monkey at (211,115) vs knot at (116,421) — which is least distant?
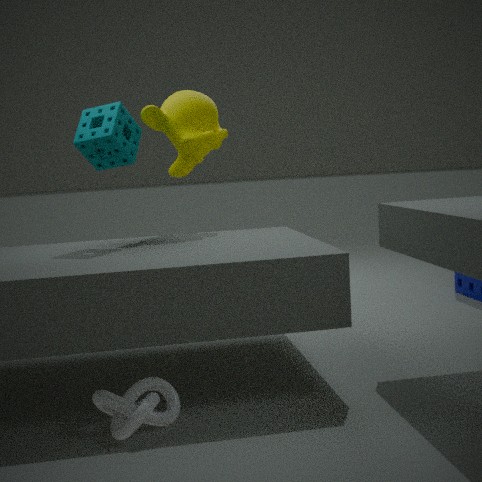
knot at (116,421)
